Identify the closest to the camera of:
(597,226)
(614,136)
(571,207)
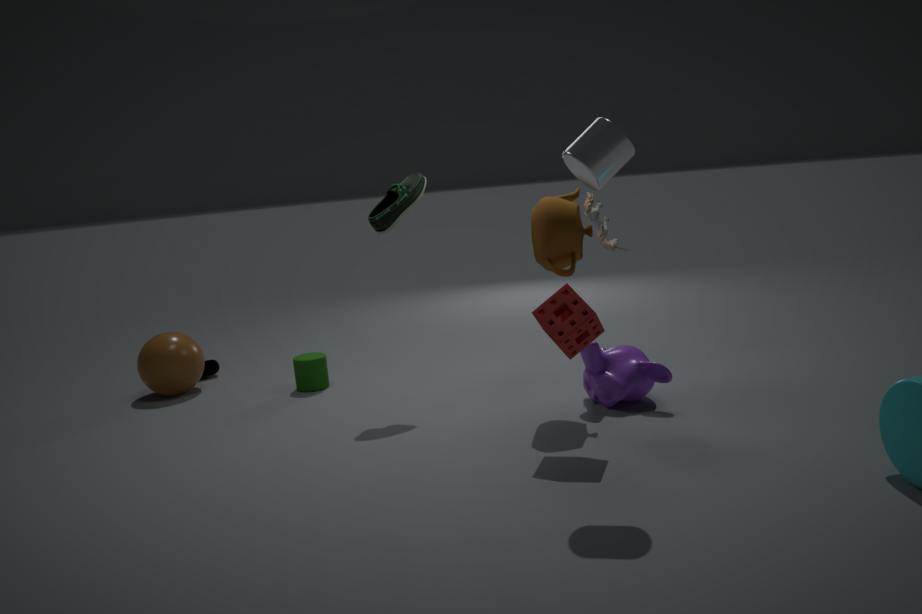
(614,136)
